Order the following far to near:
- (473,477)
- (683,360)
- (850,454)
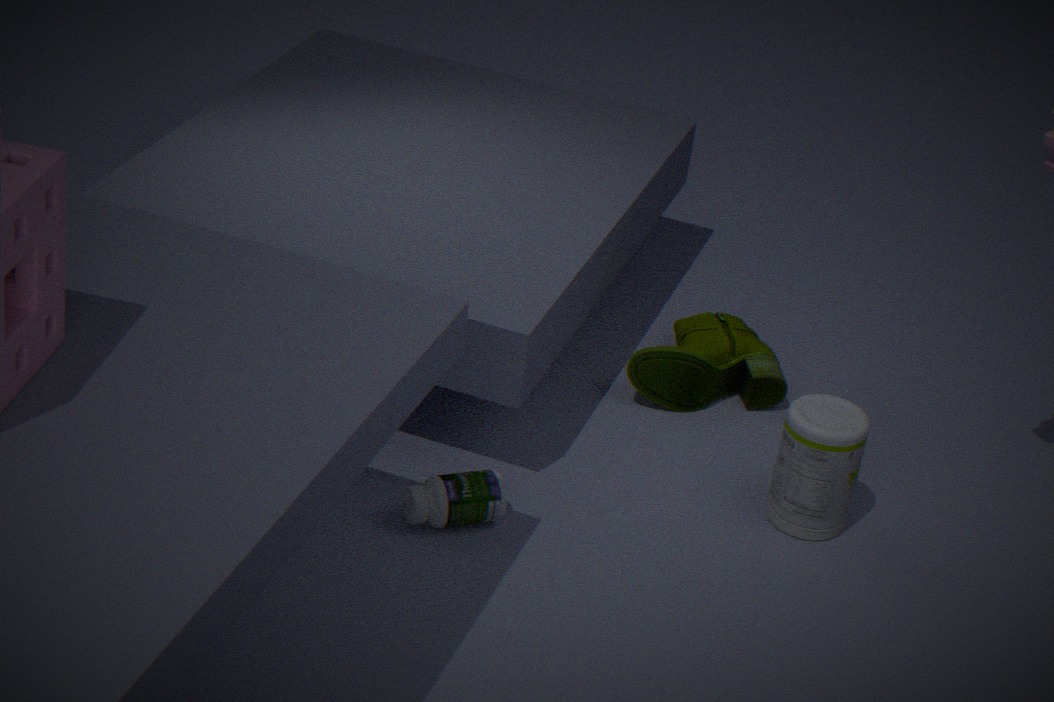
(683,360), (850,454), (473,477)
